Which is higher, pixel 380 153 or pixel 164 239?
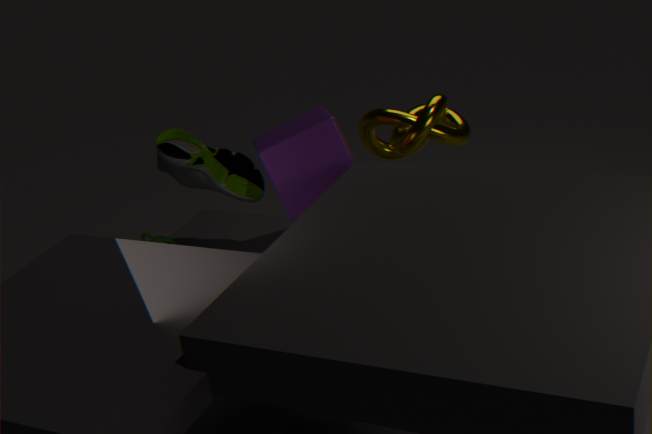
pixel 380 153
